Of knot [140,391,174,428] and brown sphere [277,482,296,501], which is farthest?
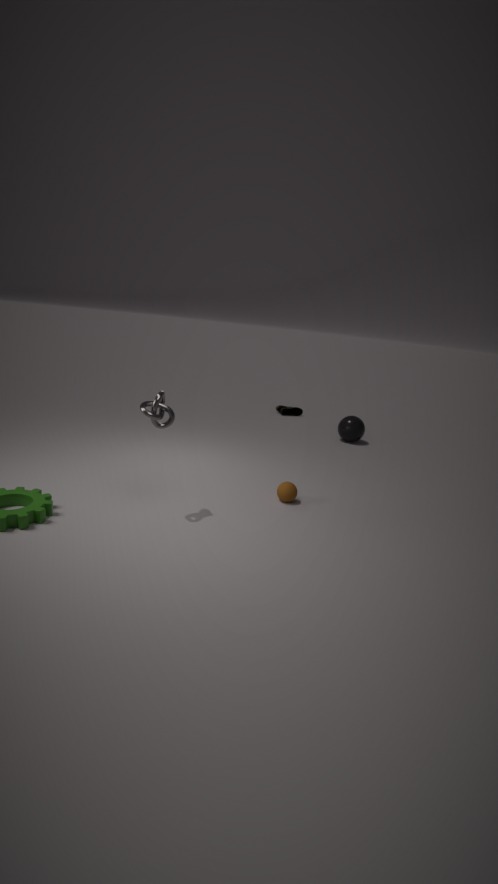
brown sphere [277,482,296,501]
